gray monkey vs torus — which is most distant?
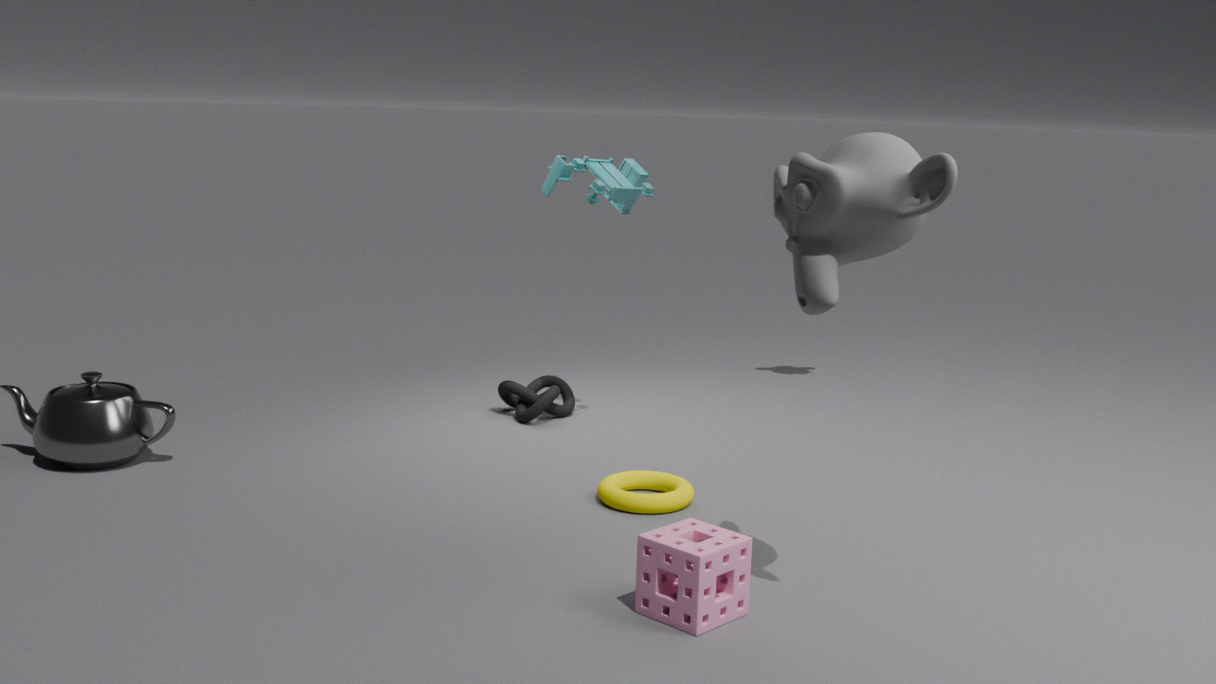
torus
